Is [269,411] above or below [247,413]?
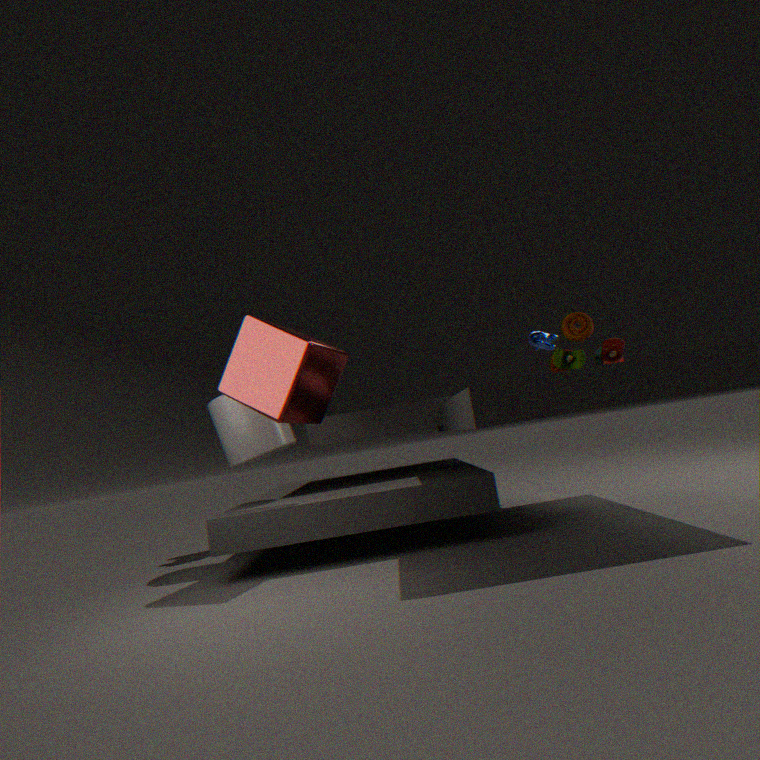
above
